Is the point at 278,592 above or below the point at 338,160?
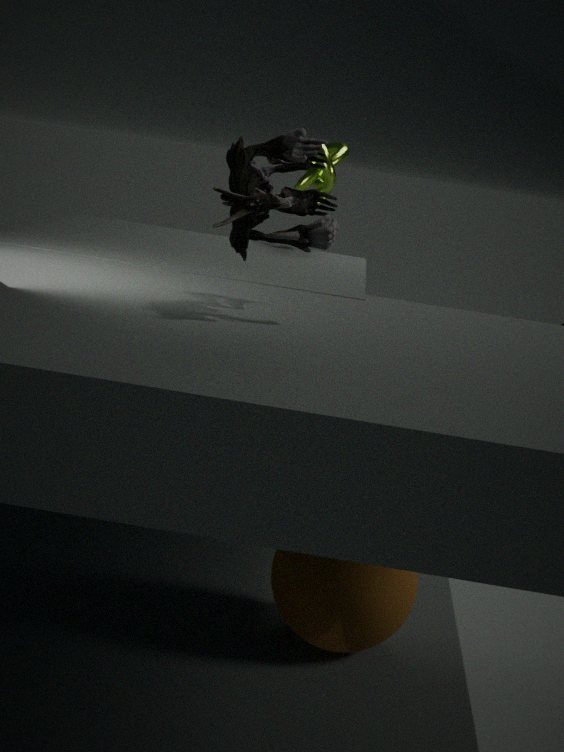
below
